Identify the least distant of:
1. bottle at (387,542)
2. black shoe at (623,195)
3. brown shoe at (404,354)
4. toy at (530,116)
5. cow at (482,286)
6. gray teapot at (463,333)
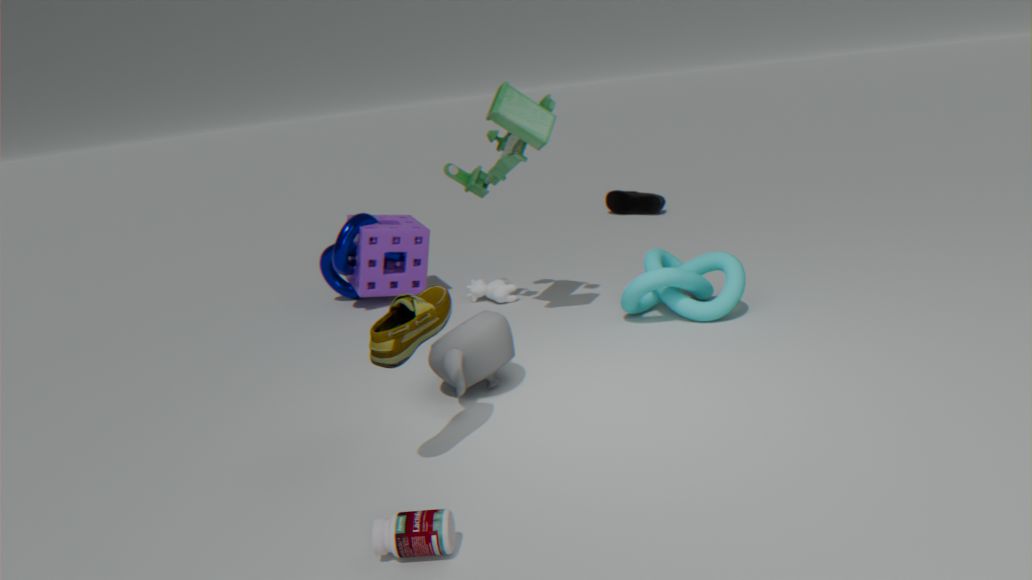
bottle at (387,542)
